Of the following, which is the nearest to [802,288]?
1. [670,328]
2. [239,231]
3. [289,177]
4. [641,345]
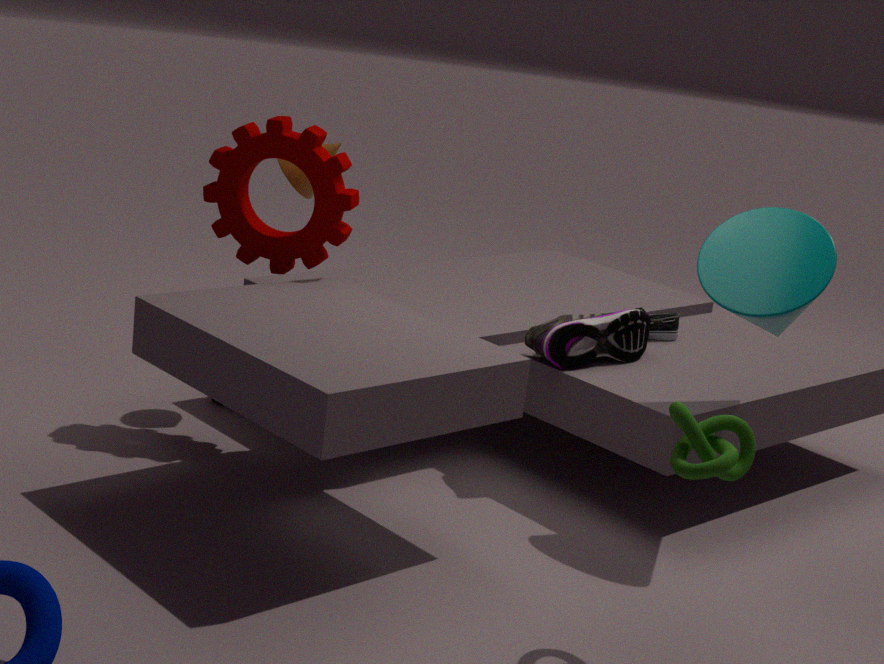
[641,345]
